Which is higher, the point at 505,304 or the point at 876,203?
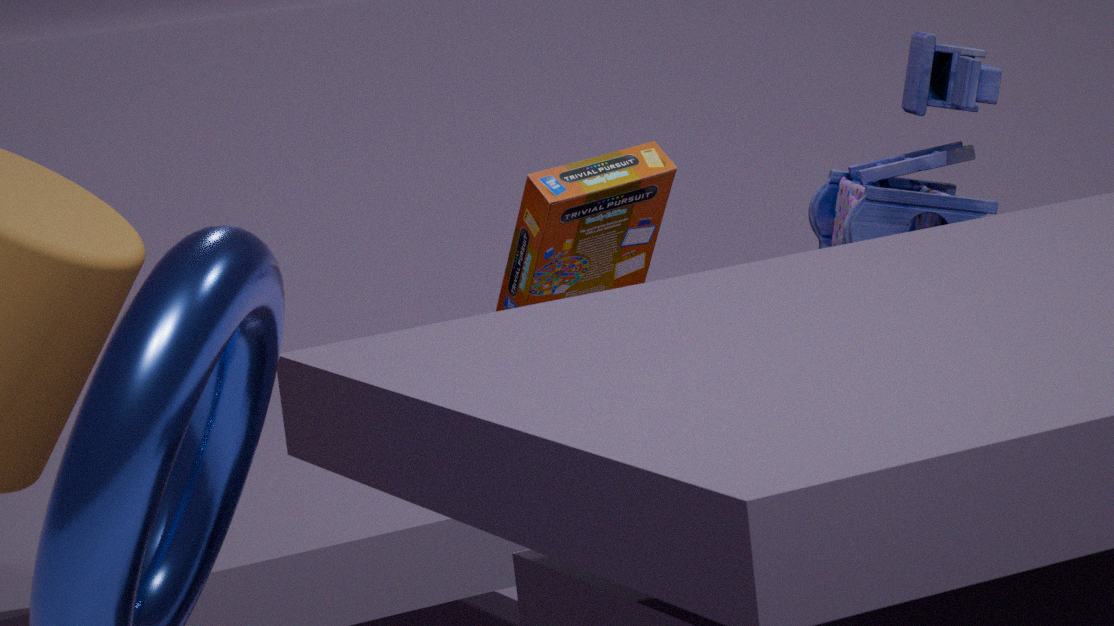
the point at 876,203
